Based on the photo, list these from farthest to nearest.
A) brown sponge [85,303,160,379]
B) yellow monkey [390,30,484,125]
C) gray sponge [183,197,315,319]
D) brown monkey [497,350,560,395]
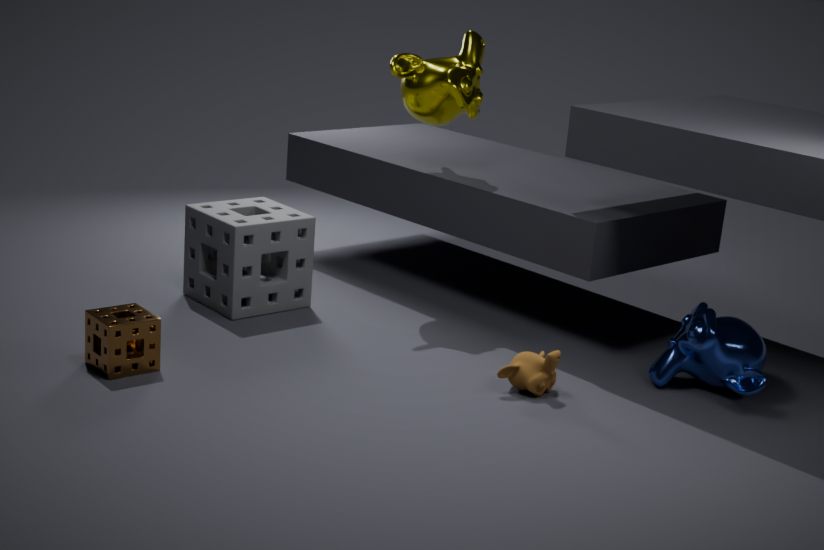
yellow monkey [390,30,484,125], gray sponge [183,197,315,319], brown monkey [497,350,560,395], brown sponge [85,303,160,379]
